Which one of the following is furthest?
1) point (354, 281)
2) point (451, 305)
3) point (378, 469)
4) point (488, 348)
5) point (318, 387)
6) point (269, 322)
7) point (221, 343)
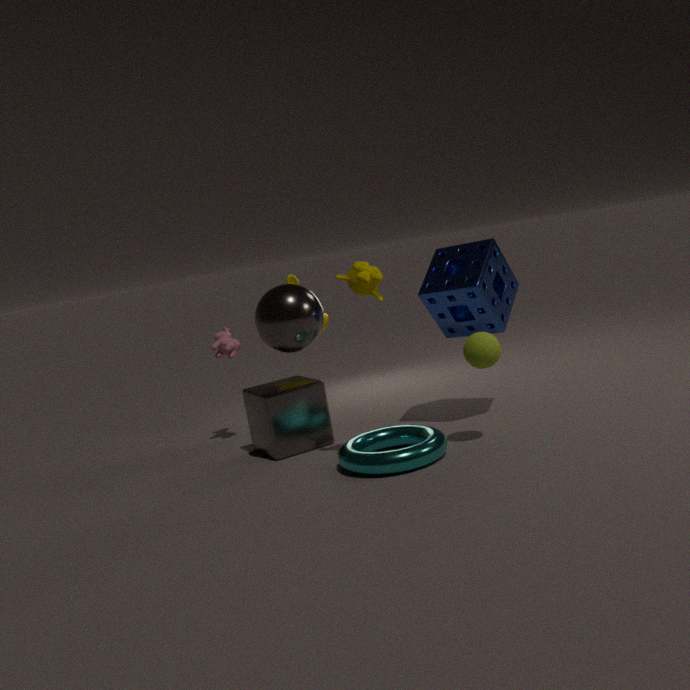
7. point (221, 343)
